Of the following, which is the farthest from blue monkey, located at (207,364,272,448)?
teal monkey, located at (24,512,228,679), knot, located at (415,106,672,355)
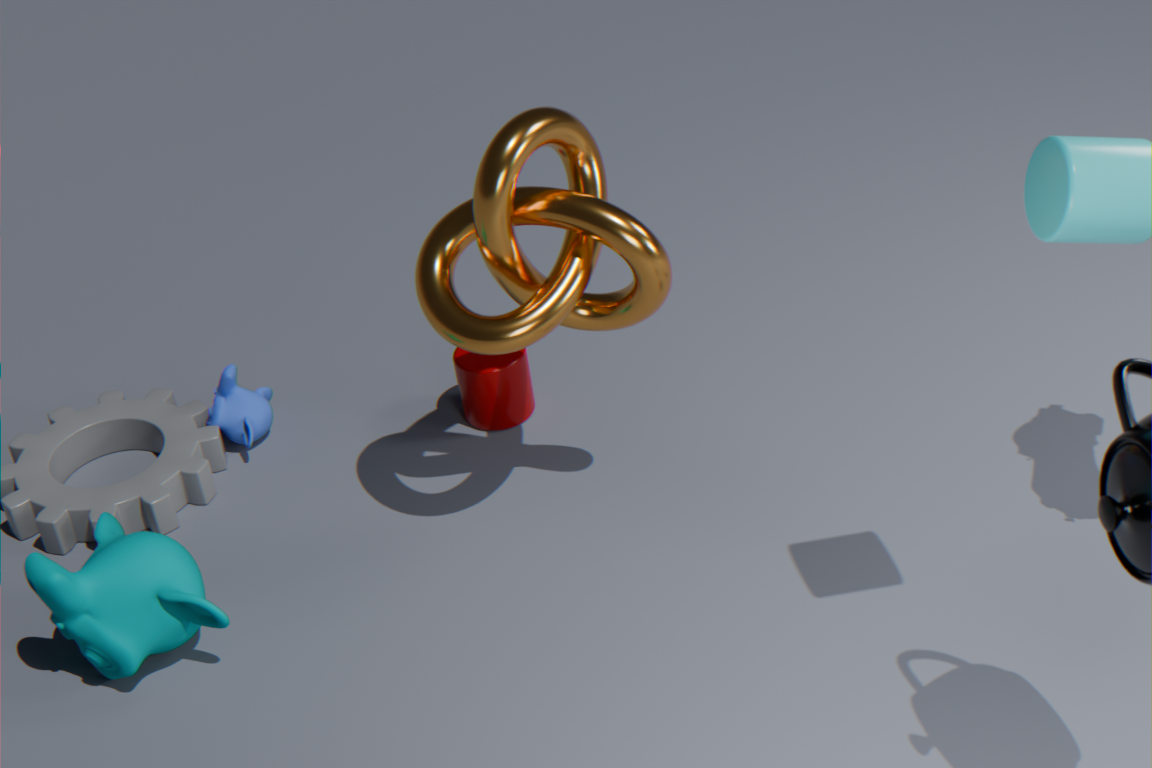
knot, located at (415,106,672,355)
